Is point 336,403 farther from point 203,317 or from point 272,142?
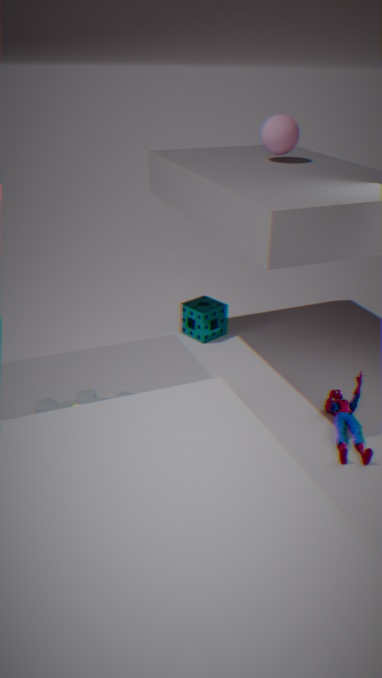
point 272,142
